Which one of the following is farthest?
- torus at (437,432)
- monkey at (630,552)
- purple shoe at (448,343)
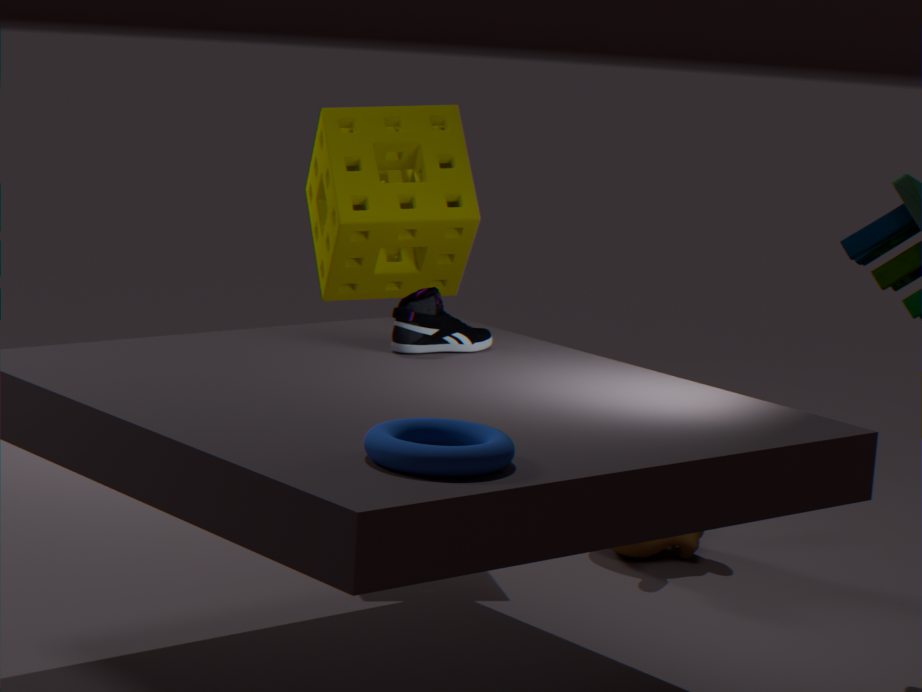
monkey at (630,552)
